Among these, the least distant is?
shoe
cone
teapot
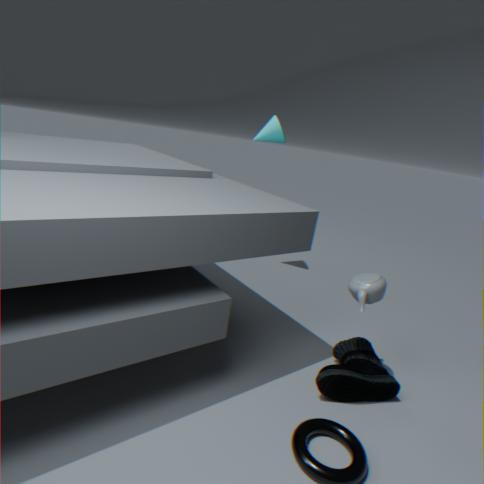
shoe
